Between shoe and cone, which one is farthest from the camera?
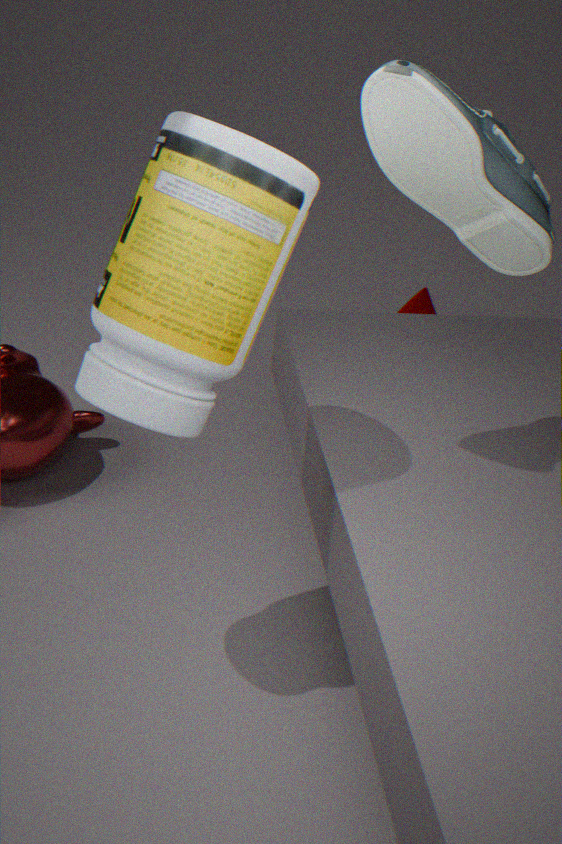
cone
